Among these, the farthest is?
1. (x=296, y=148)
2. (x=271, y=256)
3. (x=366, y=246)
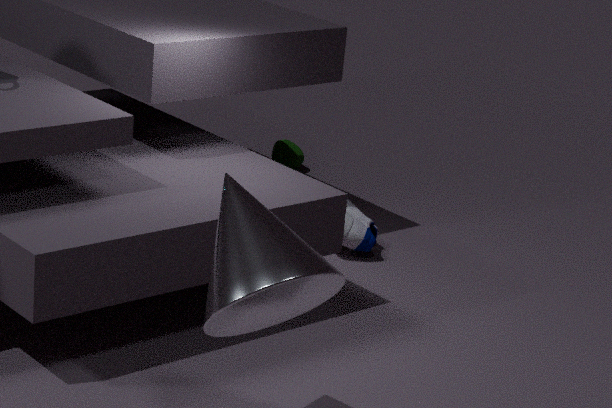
(x=296, y=148)
